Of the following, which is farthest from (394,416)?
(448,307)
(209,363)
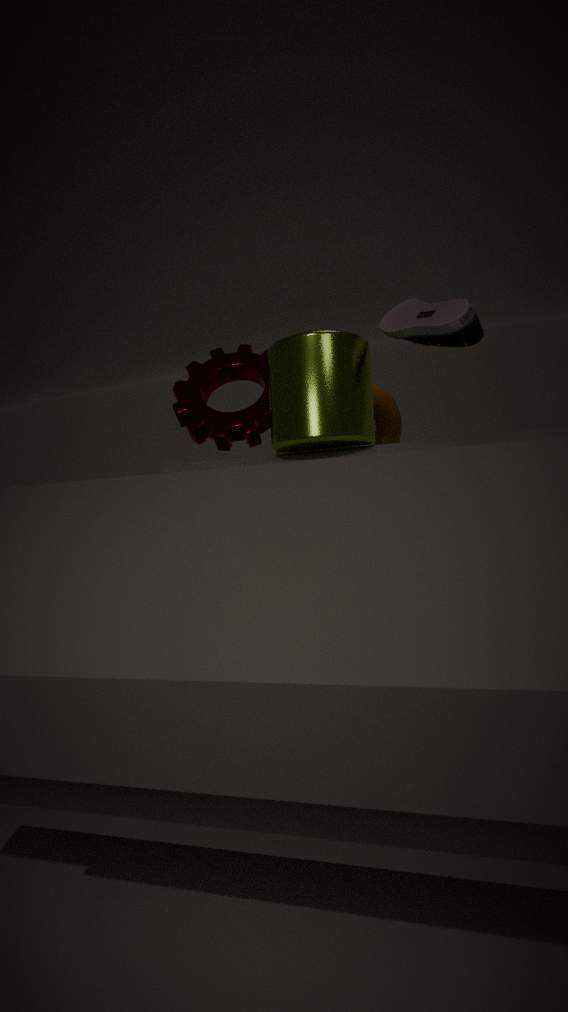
(448,307)
